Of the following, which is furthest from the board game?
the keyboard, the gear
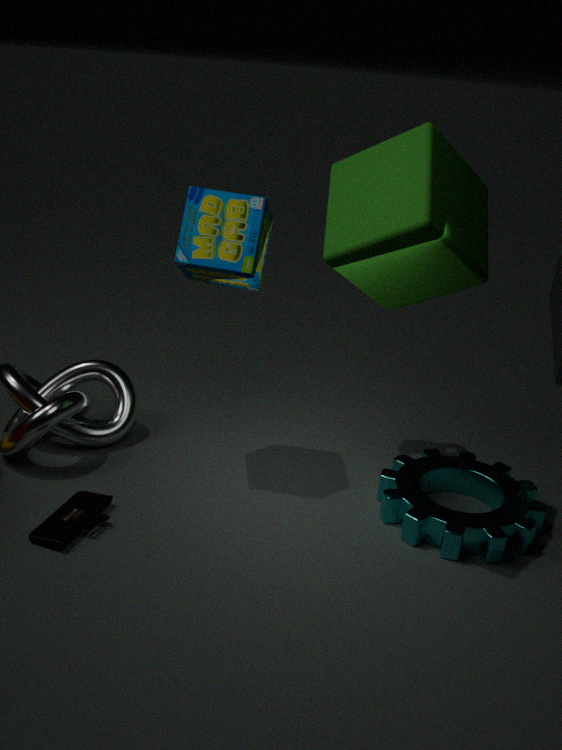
the keyboard
